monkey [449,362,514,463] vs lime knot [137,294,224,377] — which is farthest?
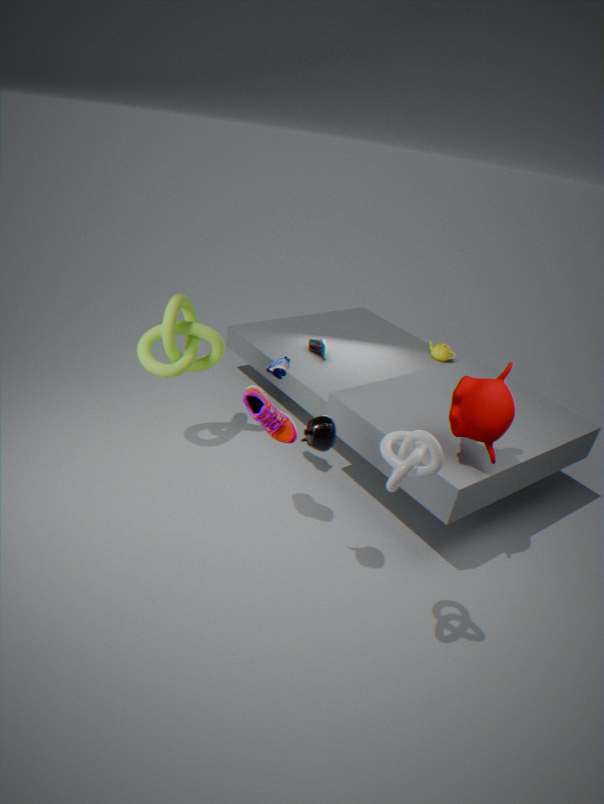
lime knot [137,294,224,377]
